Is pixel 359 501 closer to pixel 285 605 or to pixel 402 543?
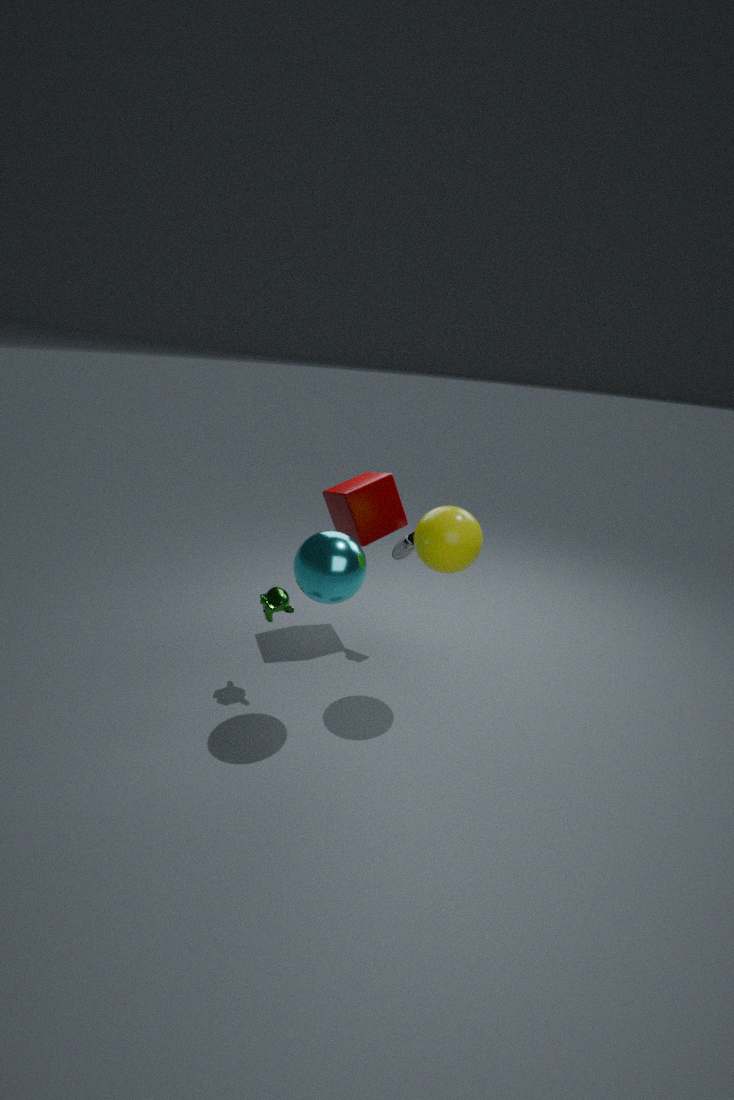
pixel 402 543
